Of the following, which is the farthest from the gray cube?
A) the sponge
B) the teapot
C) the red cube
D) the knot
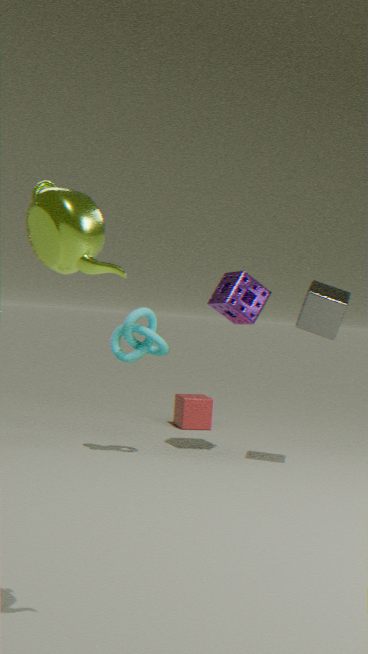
the teapot
